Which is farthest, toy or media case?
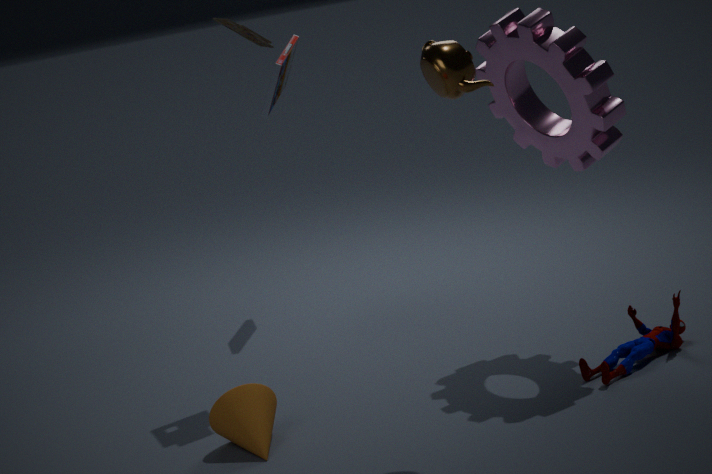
media case
